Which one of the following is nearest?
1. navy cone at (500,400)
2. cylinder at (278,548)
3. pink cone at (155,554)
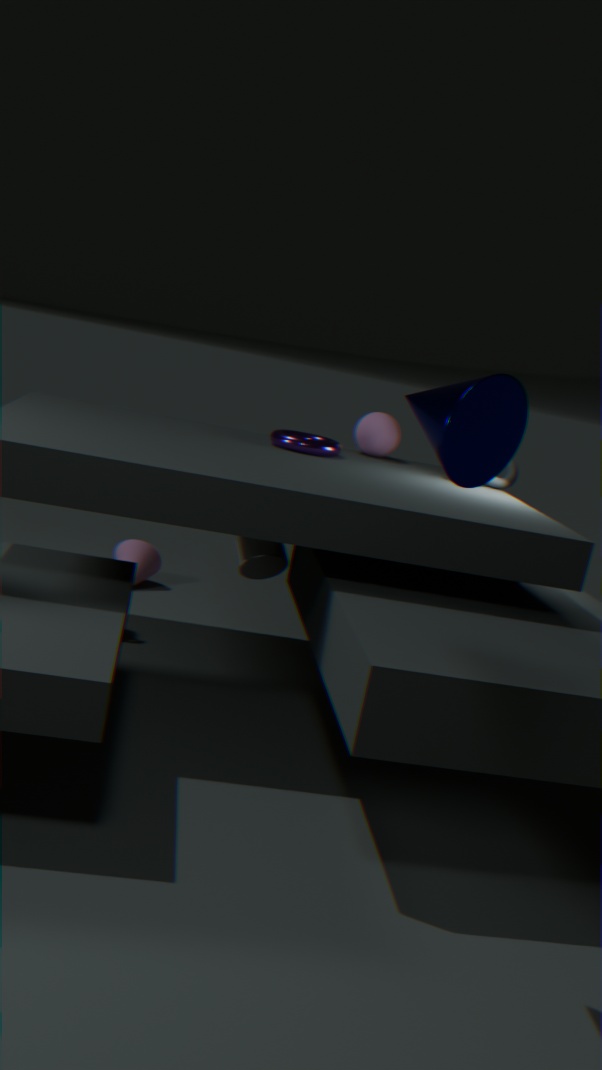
navy cone at (500,400)
